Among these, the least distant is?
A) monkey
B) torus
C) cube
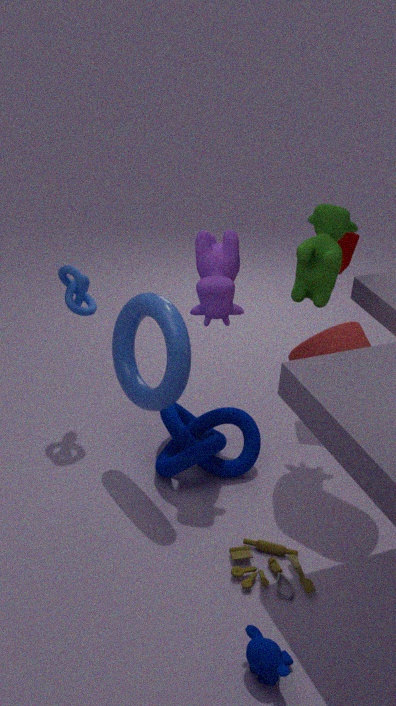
monkey
